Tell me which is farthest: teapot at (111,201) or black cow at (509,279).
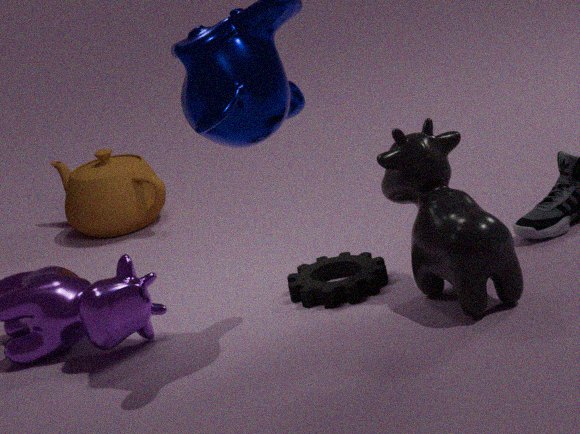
teapot at (111,201)
